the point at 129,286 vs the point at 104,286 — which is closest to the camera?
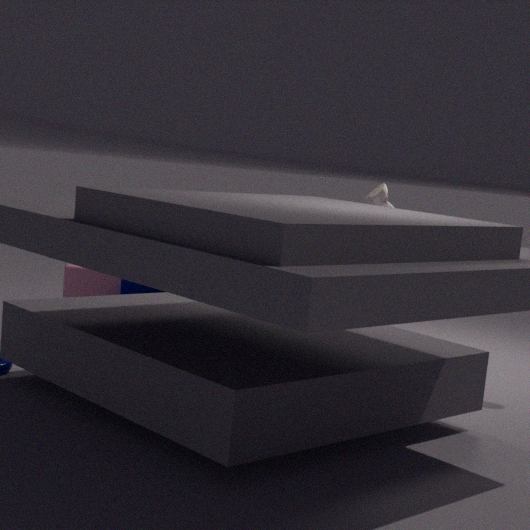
the point at 129,286
